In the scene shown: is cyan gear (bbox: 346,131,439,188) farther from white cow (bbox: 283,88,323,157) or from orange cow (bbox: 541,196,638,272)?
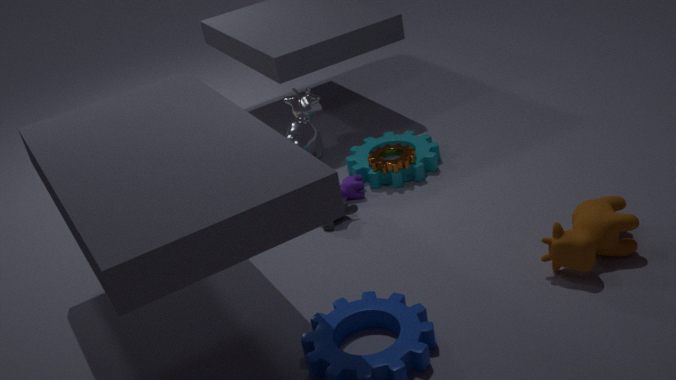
orange cow (bbox: 541,196,638,272)
